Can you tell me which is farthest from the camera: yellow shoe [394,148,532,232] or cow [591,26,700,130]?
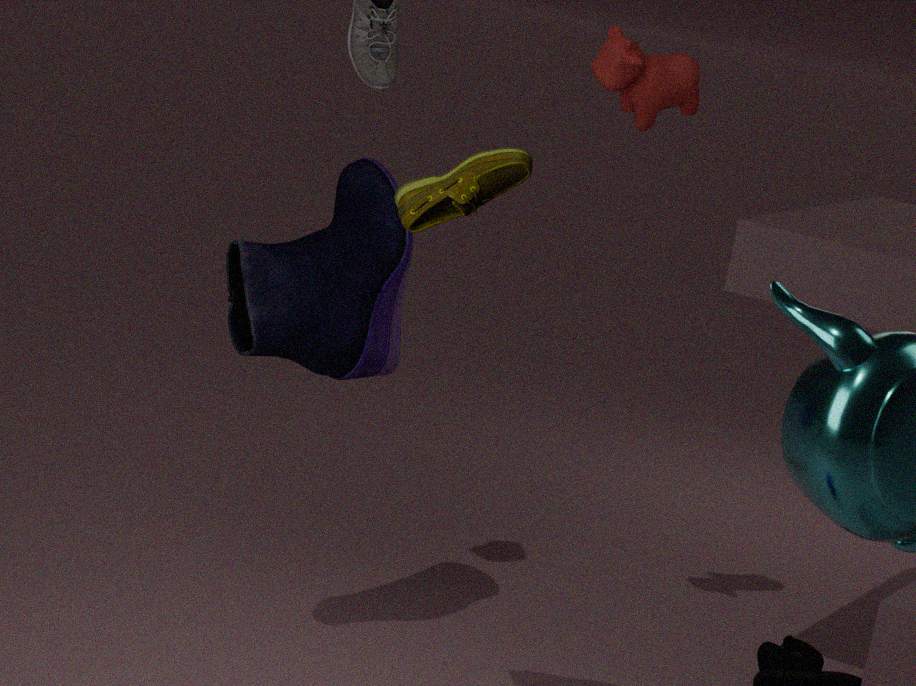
cow [591,26,700,130]
